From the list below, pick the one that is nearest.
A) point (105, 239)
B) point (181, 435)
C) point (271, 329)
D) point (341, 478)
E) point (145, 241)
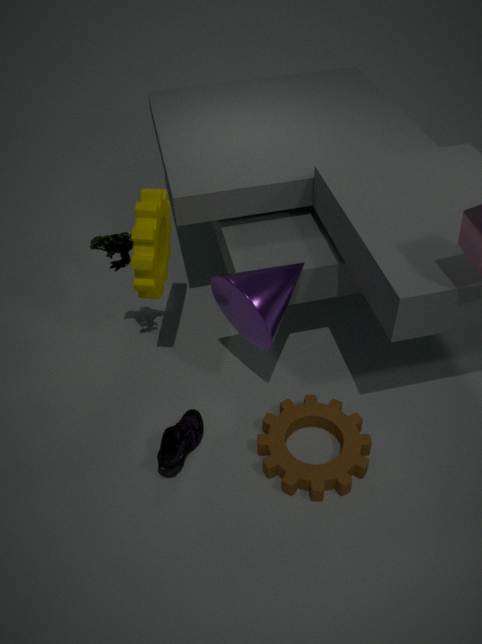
point (271, 329)
